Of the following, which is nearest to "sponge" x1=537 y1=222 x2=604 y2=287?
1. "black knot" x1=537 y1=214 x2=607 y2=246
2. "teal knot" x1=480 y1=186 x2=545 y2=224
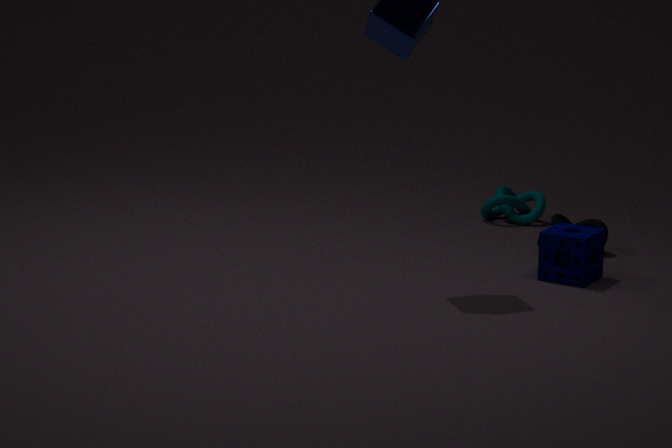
"black knot" x1=537 y1=214 x2=607 y2=246
